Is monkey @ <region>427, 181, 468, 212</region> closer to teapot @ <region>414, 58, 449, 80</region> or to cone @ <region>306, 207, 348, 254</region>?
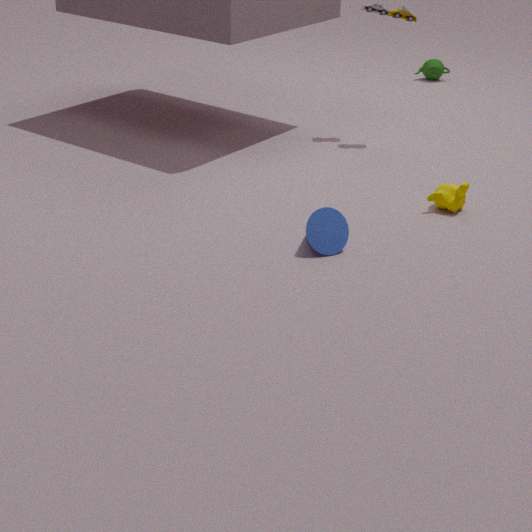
cone @ <region>306, 207, 348, 254</region>
